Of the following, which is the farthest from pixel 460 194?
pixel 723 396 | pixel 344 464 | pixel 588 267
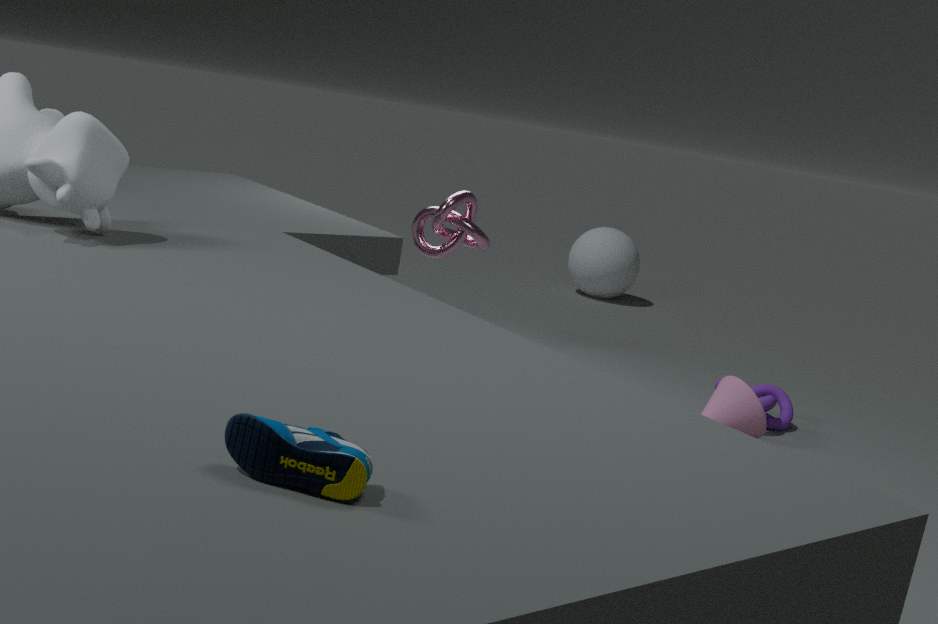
pixel 344 464
